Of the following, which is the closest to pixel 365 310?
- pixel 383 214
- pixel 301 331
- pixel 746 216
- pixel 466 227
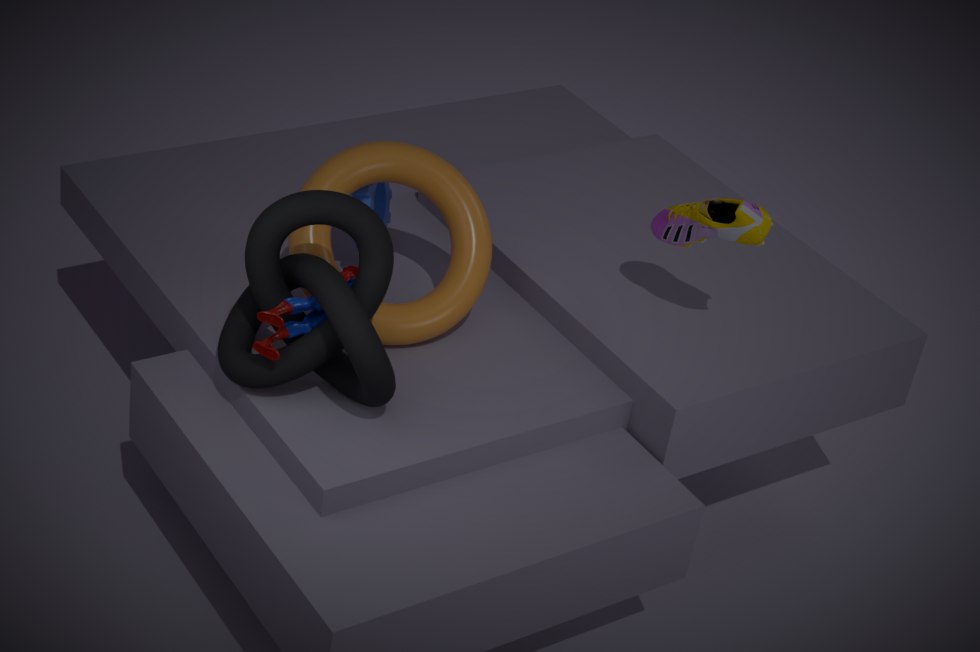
pixel 301 331
